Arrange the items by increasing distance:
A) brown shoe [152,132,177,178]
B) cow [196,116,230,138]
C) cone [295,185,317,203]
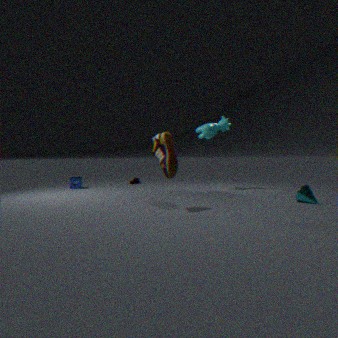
1. brown shoe [152,132,177,178]
2. cone [295,185,317,203]
3. cow [196,116,230,138]
